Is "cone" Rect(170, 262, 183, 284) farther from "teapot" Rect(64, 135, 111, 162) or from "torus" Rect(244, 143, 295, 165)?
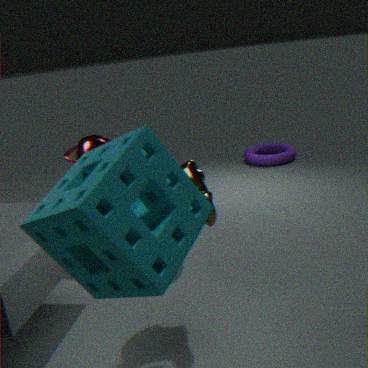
"torus" Rect(244, 143, 295, 165)
